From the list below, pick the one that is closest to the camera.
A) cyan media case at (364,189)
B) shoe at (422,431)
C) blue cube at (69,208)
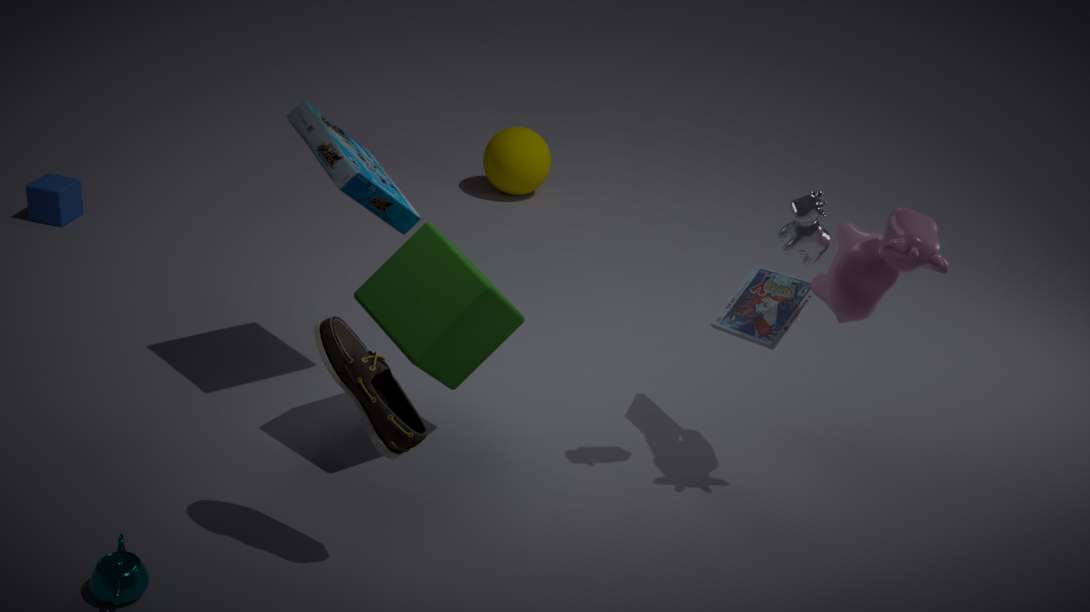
shoe at (422,431)
